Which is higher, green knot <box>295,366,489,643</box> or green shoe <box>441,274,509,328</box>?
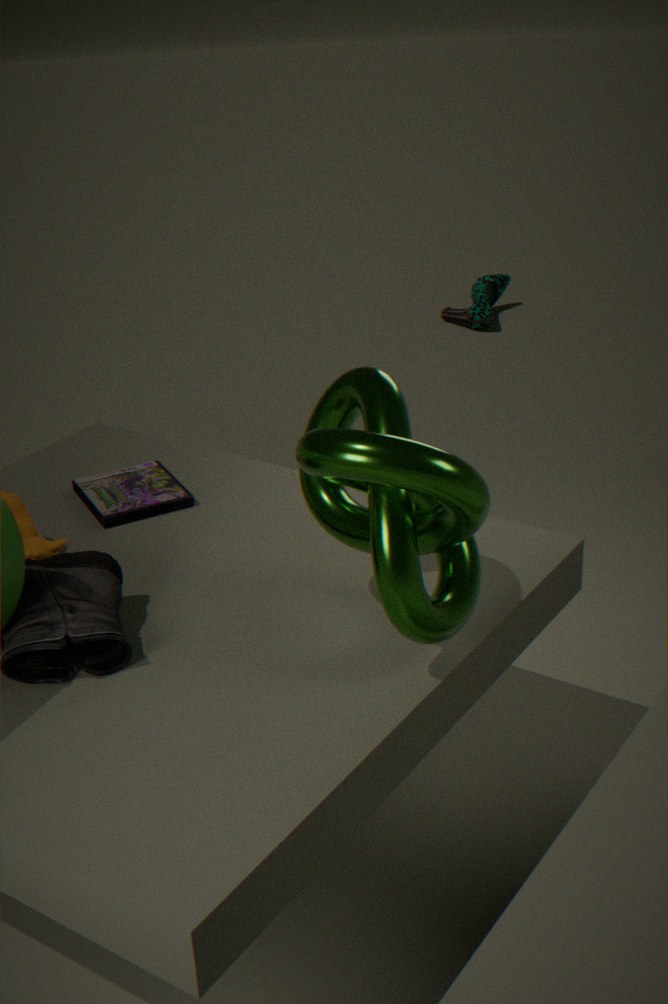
green knot <box>295,366,489,643</box>
